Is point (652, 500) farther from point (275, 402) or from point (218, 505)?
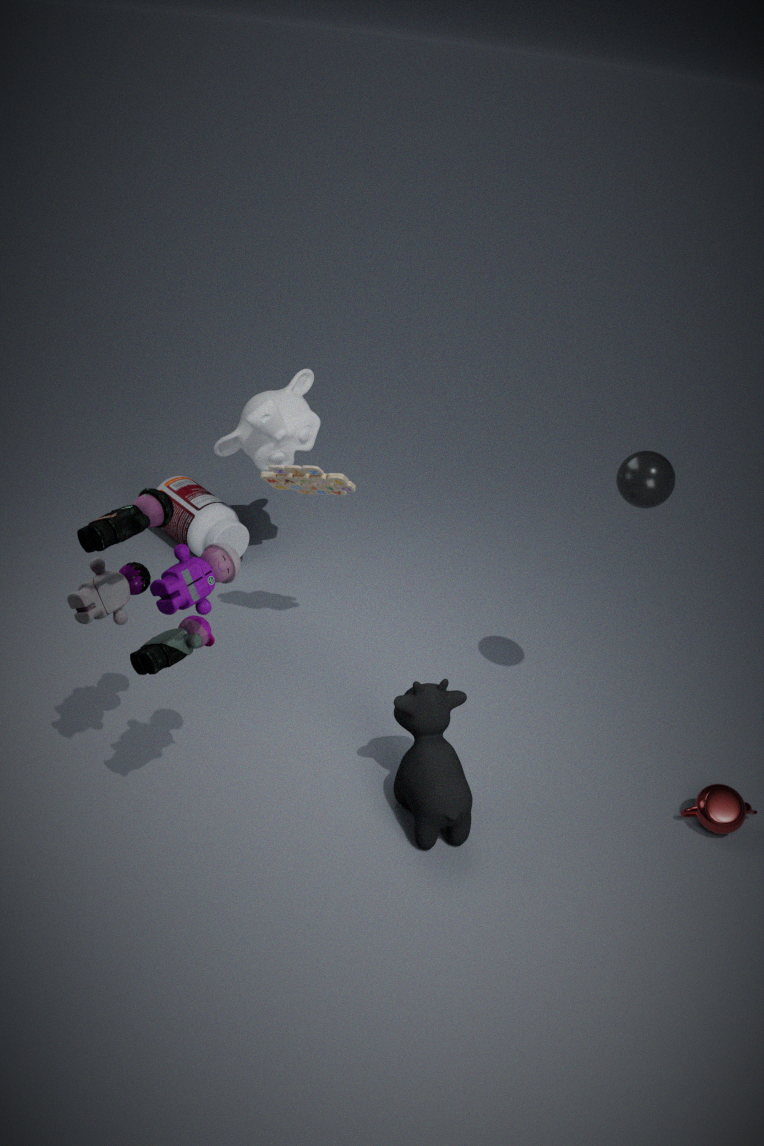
point (218, 505)
